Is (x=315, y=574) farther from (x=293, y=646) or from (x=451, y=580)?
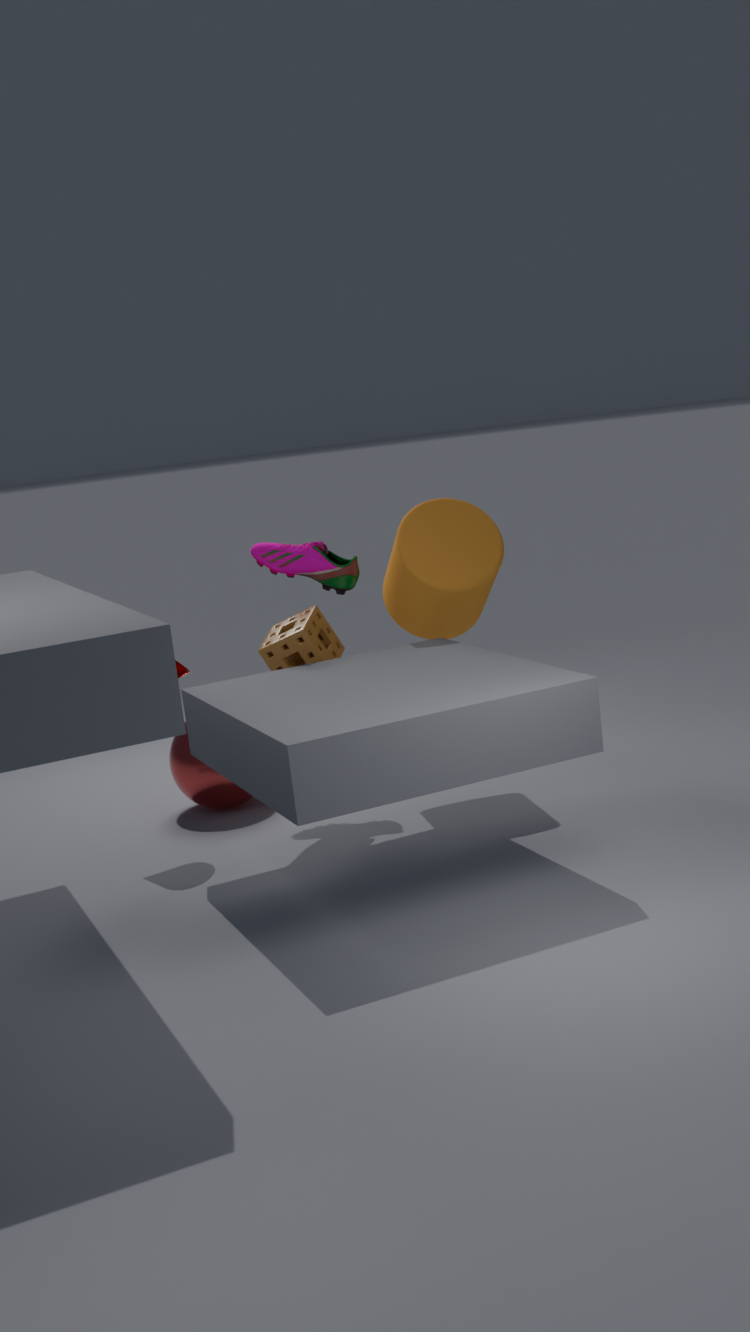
(x=451, y=580)
